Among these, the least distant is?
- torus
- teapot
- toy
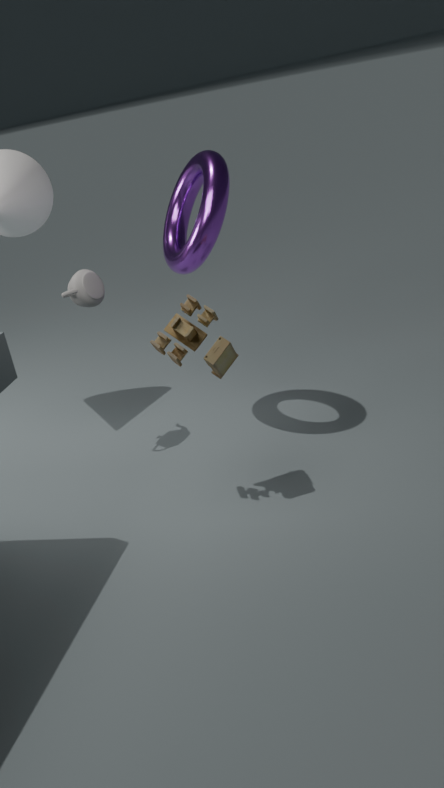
toy
